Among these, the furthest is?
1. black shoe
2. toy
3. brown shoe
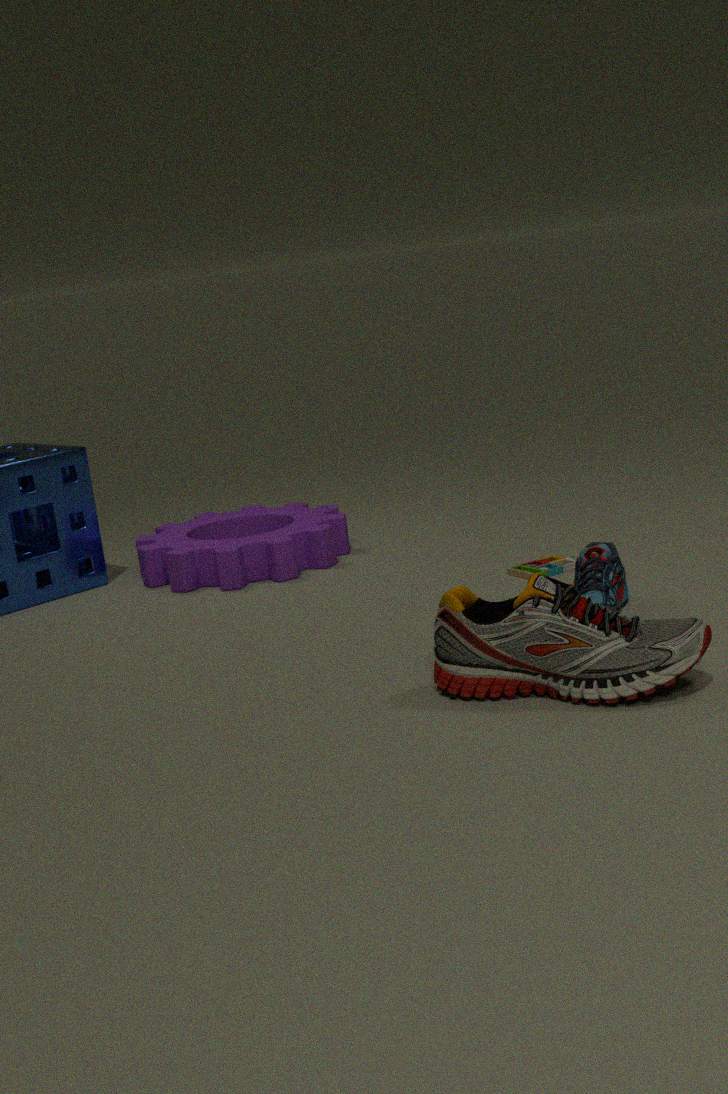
toy
